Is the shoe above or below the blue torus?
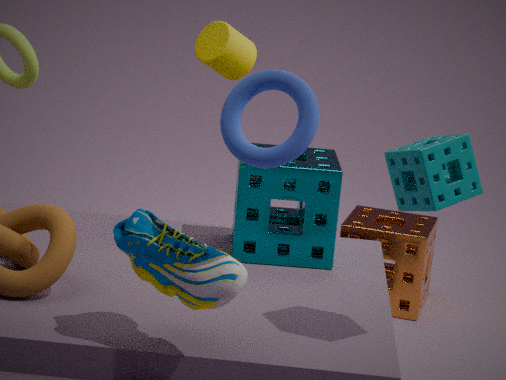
below
